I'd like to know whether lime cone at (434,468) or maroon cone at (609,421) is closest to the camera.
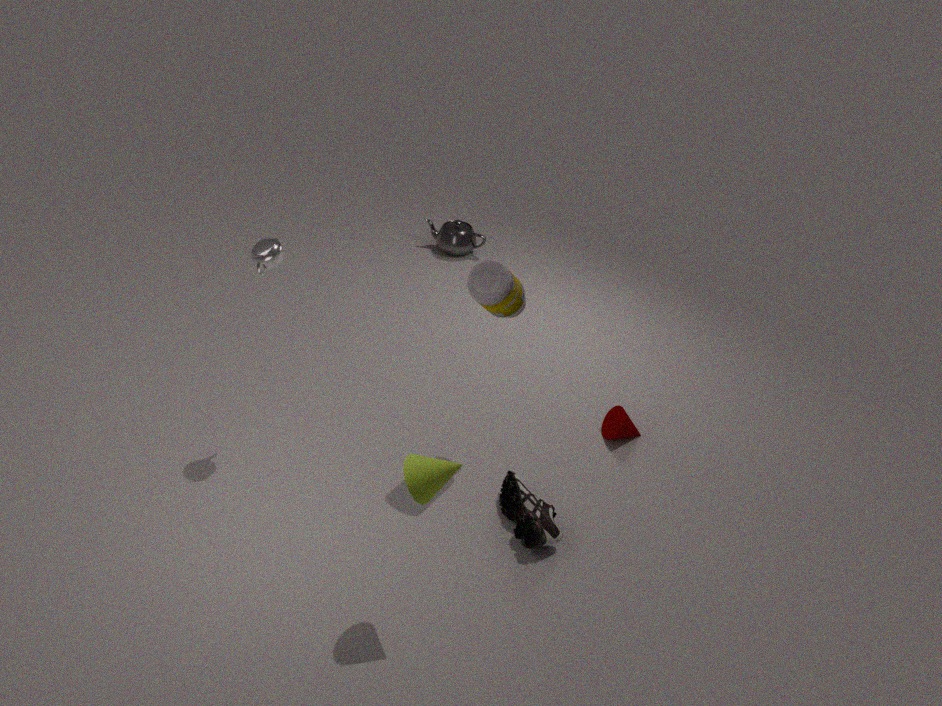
lime cone at (434,468)
